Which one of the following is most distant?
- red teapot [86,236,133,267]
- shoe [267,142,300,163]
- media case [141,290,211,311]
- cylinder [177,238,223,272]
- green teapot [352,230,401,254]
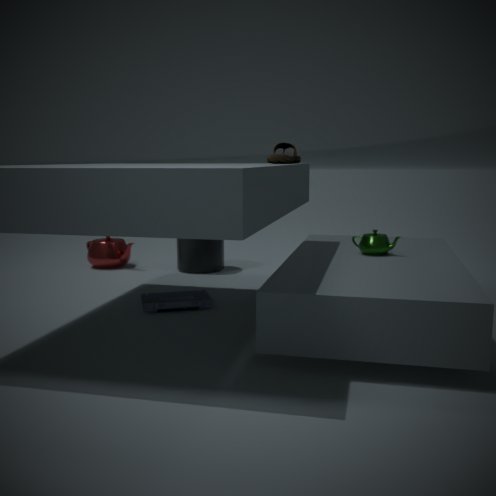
red teapot [86,236,133,267]
